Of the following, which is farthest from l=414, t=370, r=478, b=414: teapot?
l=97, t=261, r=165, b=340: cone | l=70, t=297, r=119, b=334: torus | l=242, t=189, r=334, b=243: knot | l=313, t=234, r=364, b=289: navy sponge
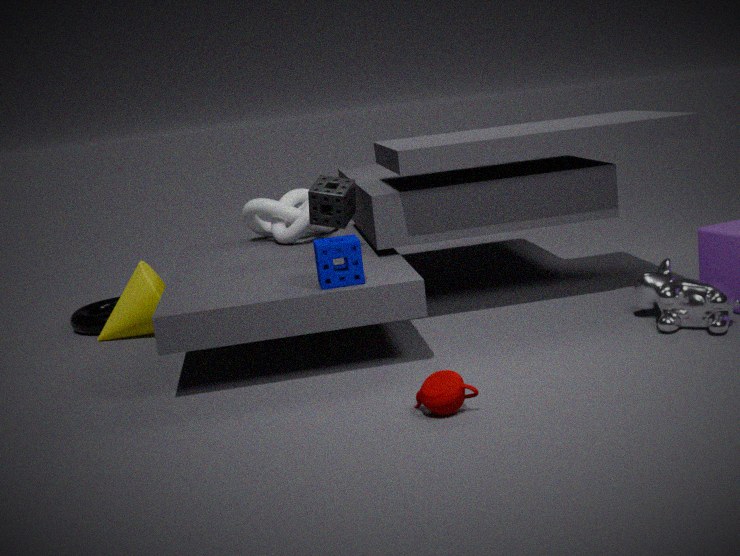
l=70, t=297, r=119, b=334: torus
